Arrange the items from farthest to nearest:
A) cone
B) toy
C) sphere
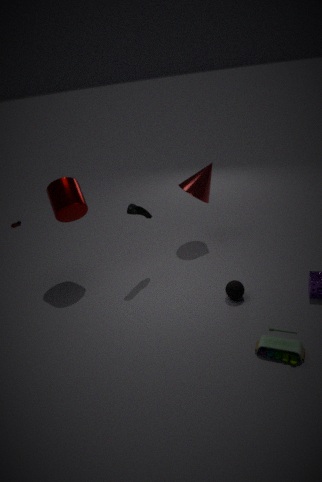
A. cone
C. sphere
B. toy
